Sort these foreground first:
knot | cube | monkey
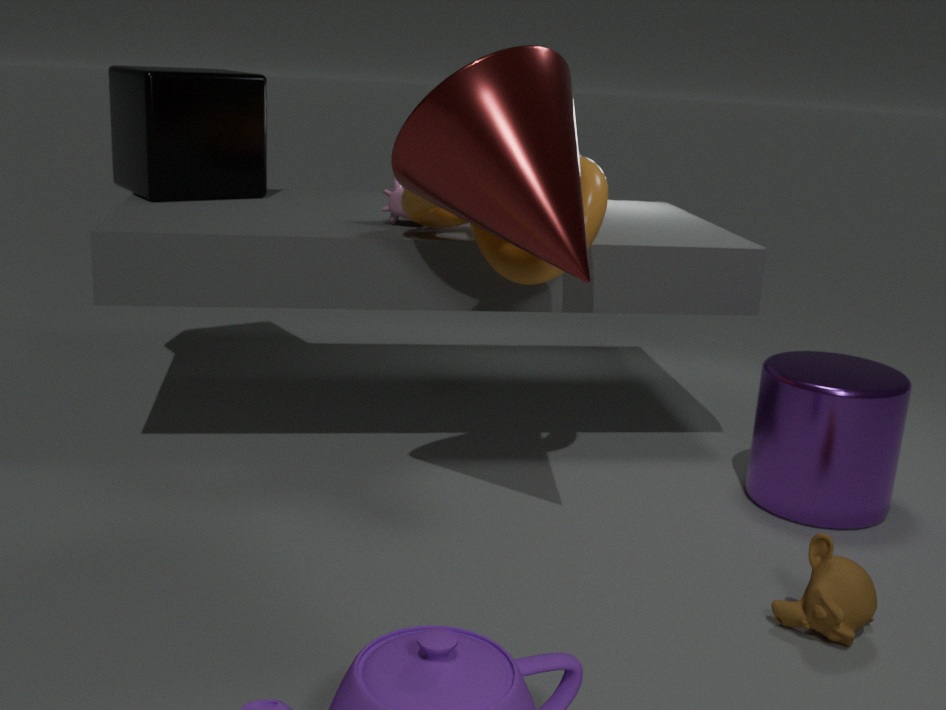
monkey, knot, cube
